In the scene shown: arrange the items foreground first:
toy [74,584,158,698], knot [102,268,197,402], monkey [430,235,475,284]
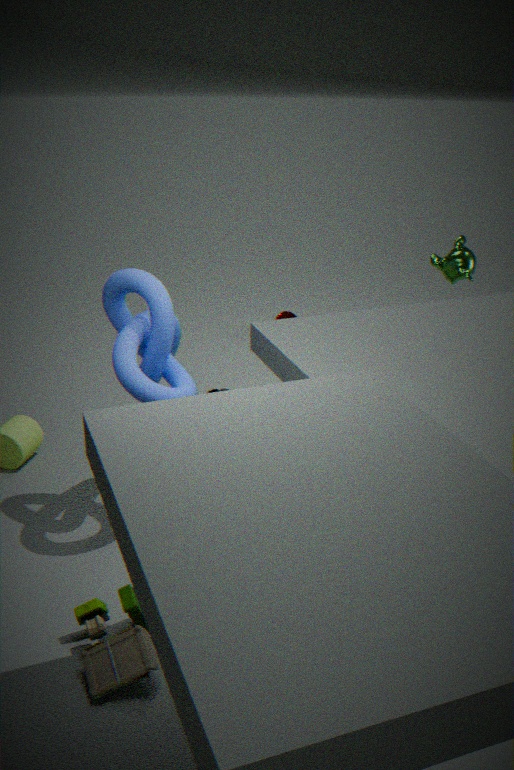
1. toy [74,584,158,698]
2. knot [102,268,197,402]
3. monkey [430,235,475,284]
